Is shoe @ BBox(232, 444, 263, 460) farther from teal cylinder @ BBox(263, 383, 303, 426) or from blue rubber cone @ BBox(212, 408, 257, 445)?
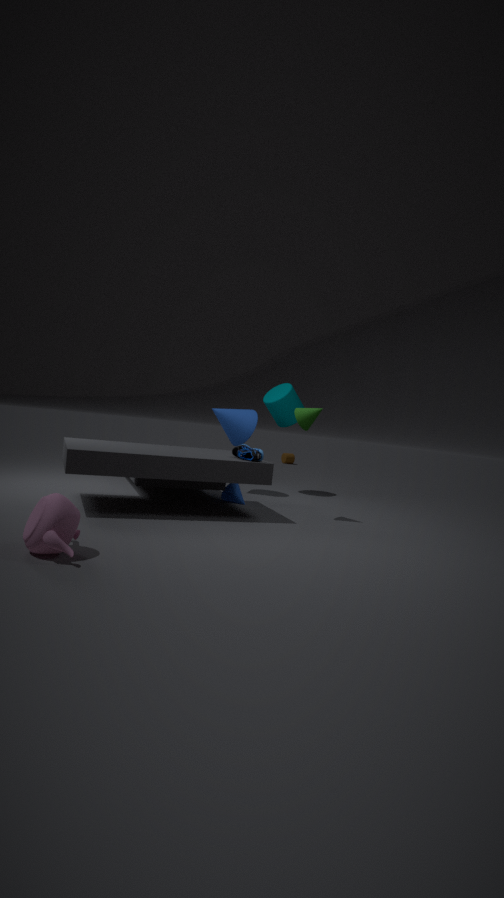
Answer: teal cylinder @ BBox(263, 383, 303, 426)
